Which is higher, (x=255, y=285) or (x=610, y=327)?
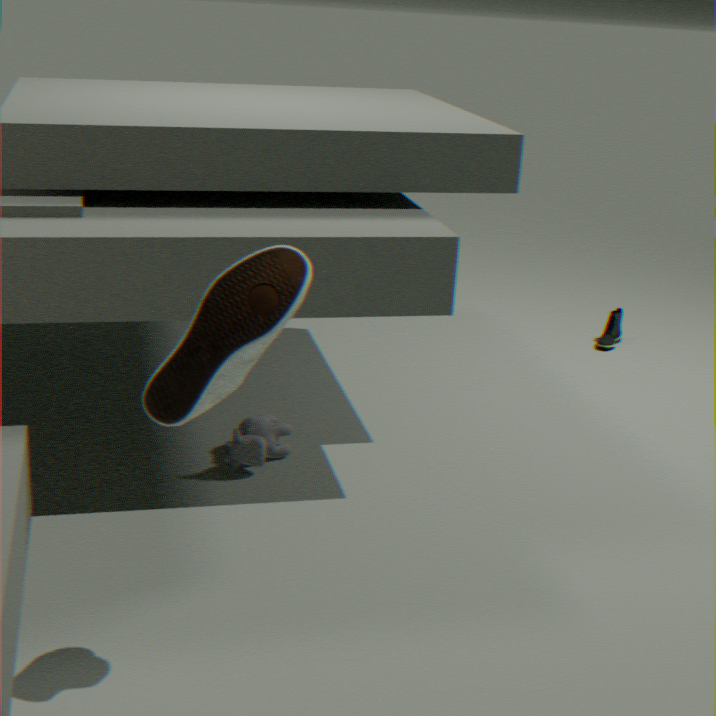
(x=255, y=285)
